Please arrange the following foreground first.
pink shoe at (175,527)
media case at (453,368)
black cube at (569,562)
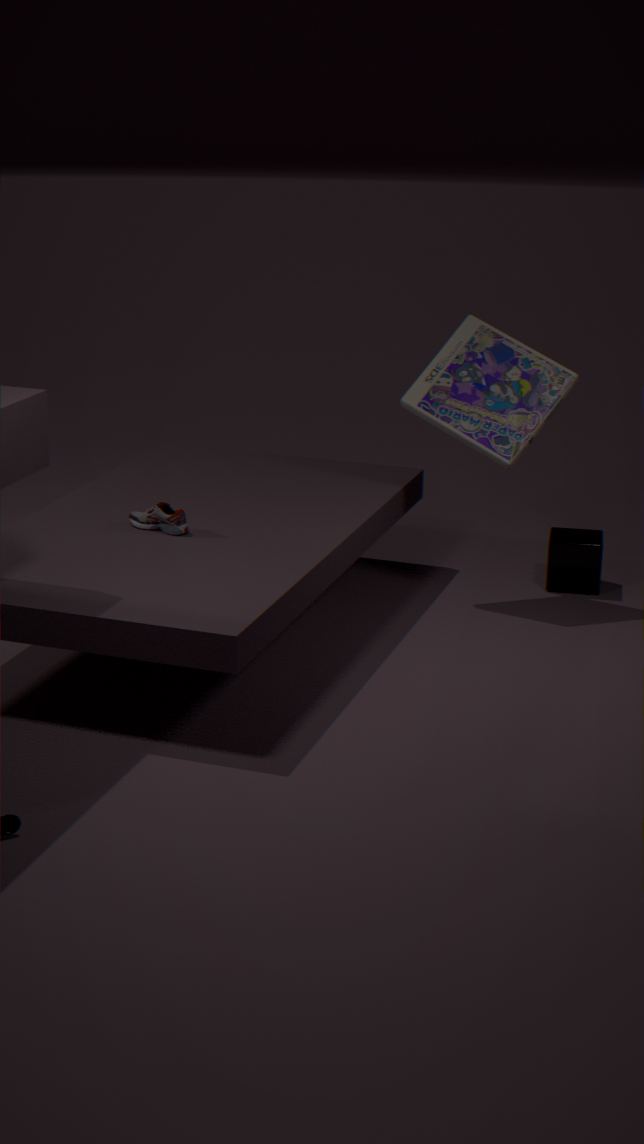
pink shoe at (175,527) < media case at (453,368) < black cube at (569,562)
